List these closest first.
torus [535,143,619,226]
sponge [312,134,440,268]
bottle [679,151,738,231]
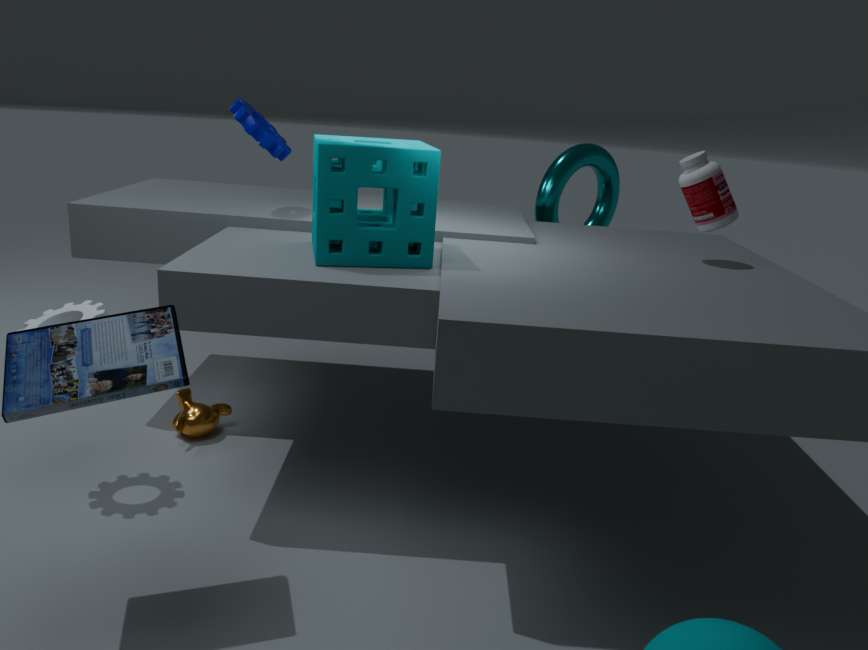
sponge [312,134,440,268] < bottle [679,151,738,231] < torus [535,143,619,226]
